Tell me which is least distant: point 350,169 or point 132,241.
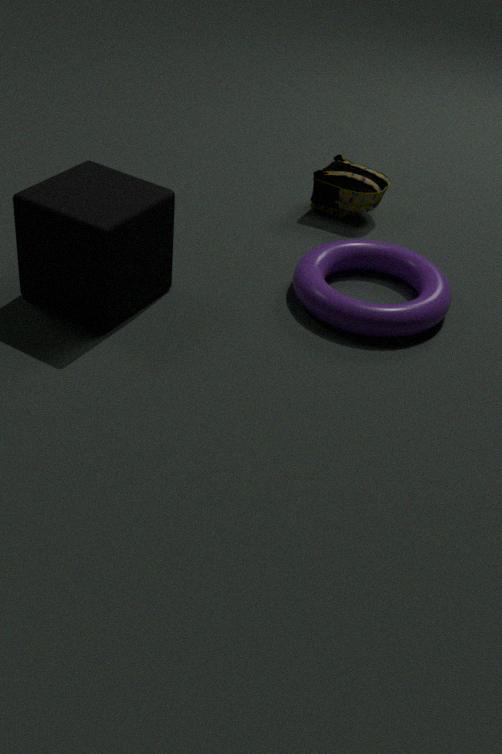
point 132,241
